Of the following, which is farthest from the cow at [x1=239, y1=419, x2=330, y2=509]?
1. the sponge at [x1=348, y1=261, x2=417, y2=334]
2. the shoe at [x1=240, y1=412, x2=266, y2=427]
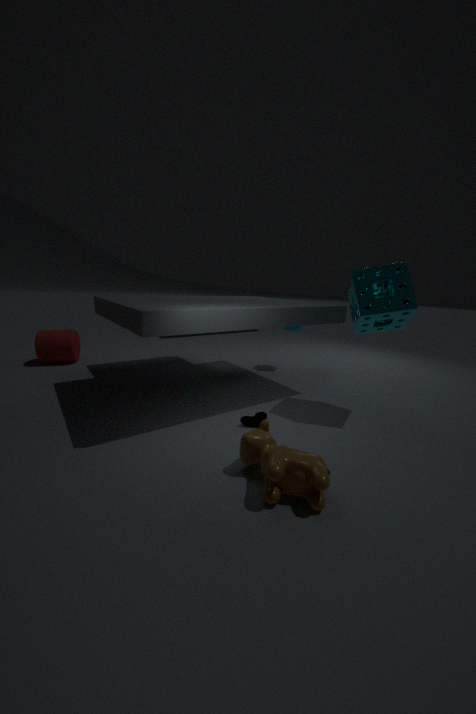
the sponge at [x1=348, y1=261, x2=417, y2=334]
